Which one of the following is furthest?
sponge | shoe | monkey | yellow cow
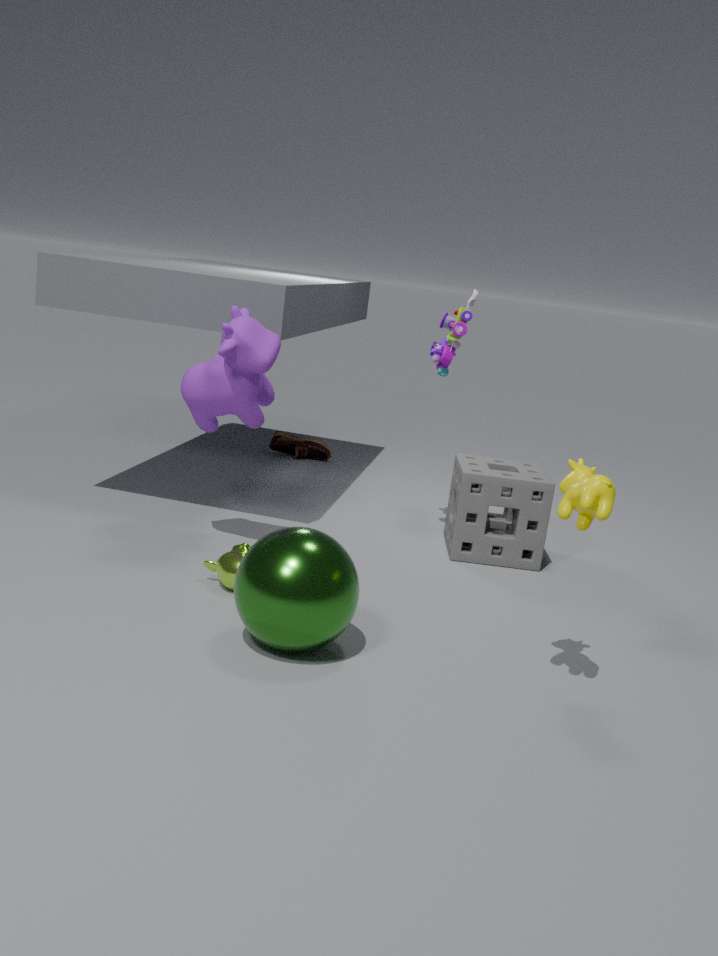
Result: shoe
